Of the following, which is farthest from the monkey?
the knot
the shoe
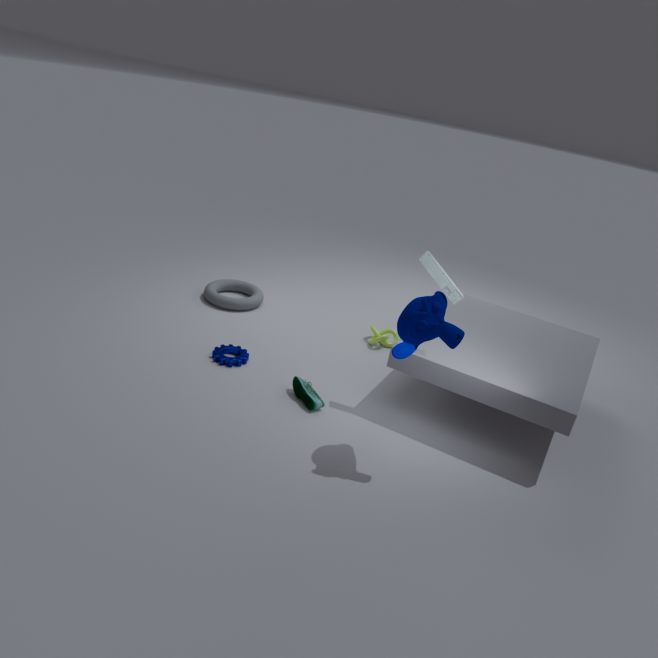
the knot
